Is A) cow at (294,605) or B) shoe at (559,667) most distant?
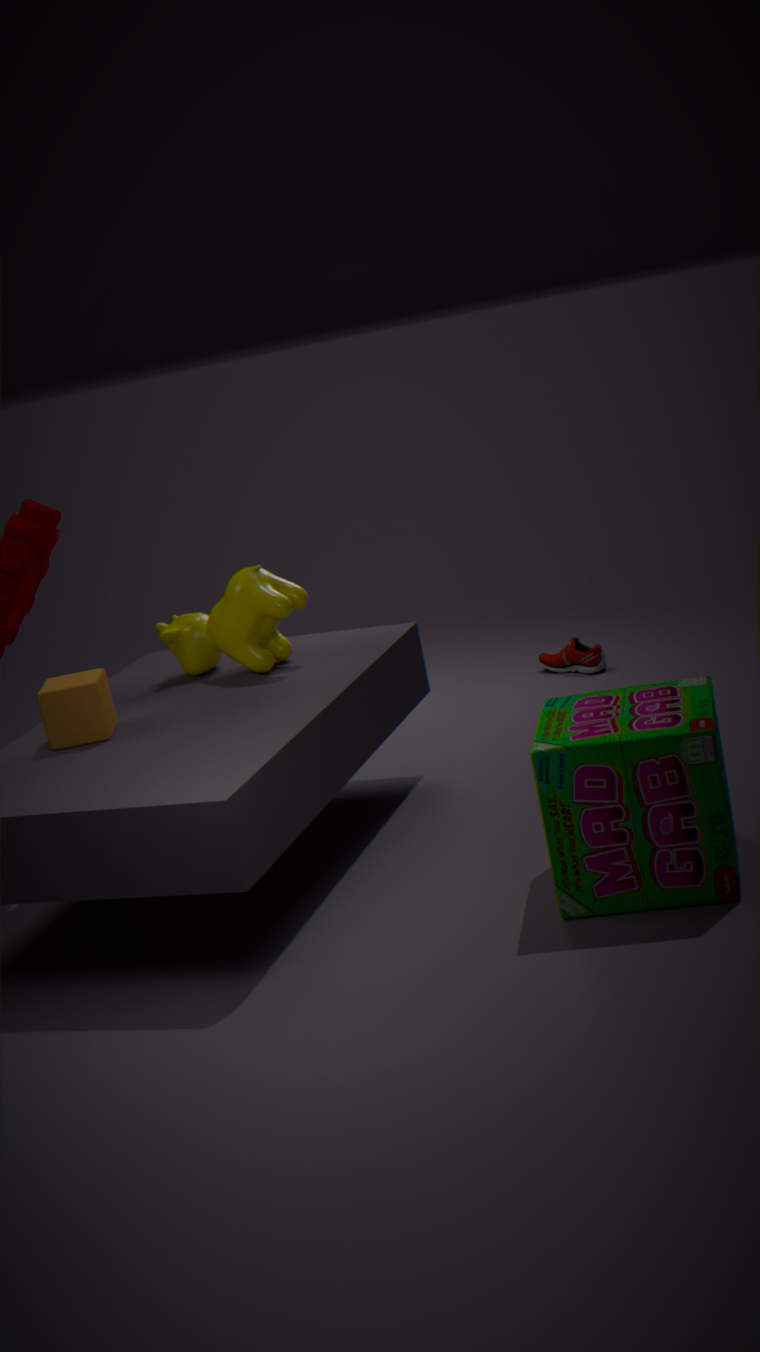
B. shoe at (559,667)
